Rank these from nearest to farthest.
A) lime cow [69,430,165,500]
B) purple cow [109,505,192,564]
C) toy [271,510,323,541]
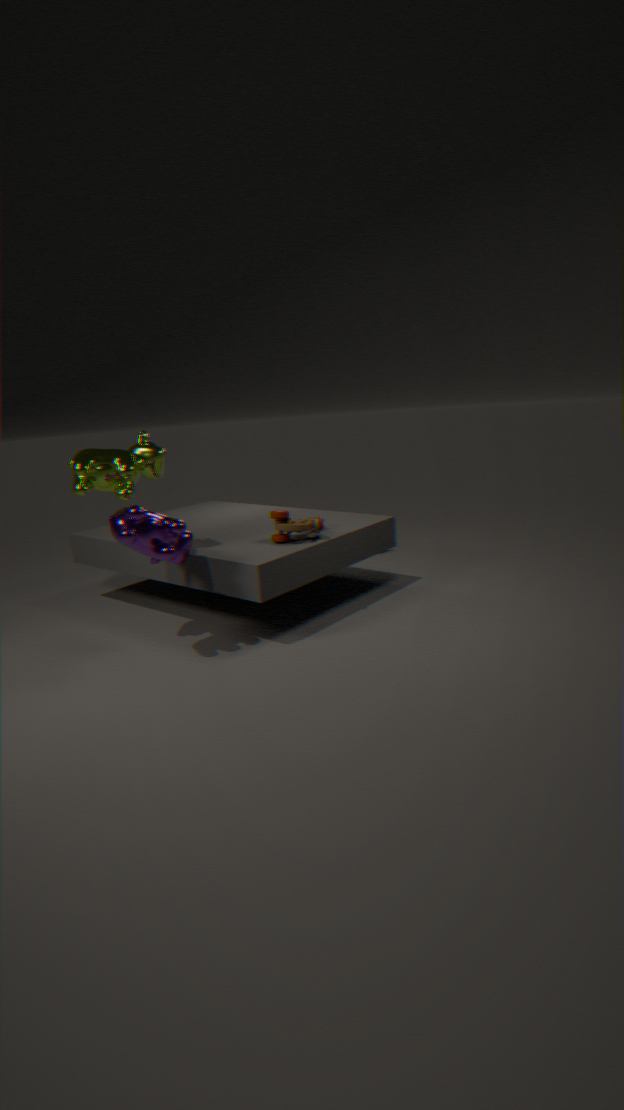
purple cow [109,505,192,564], lime cow [69,430,165,500], toy [271,510,323,541]
